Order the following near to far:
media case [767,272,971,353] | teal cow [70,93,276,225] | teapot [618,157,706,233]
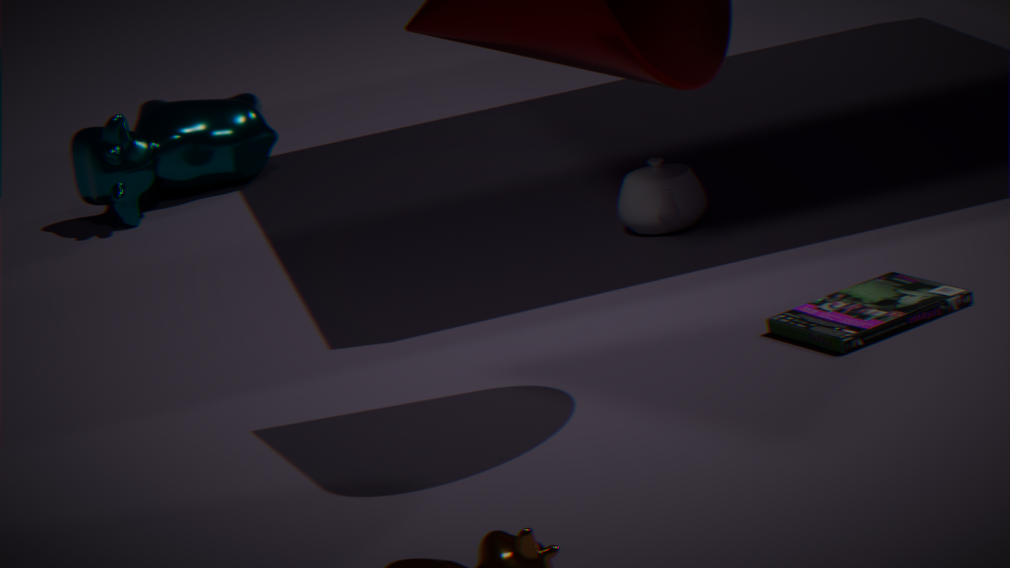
media case [767,272,971,353] → teapot [618,157,706,233] → teal cow [70,93,276,225]
